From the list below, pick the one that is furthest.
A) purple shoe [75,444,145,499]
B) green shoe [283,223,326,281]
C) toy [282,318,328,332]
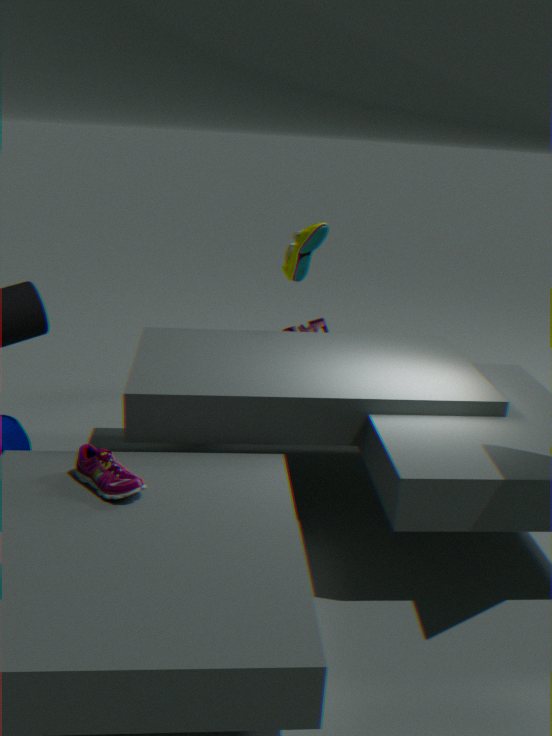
toy [282,318,328,332]
